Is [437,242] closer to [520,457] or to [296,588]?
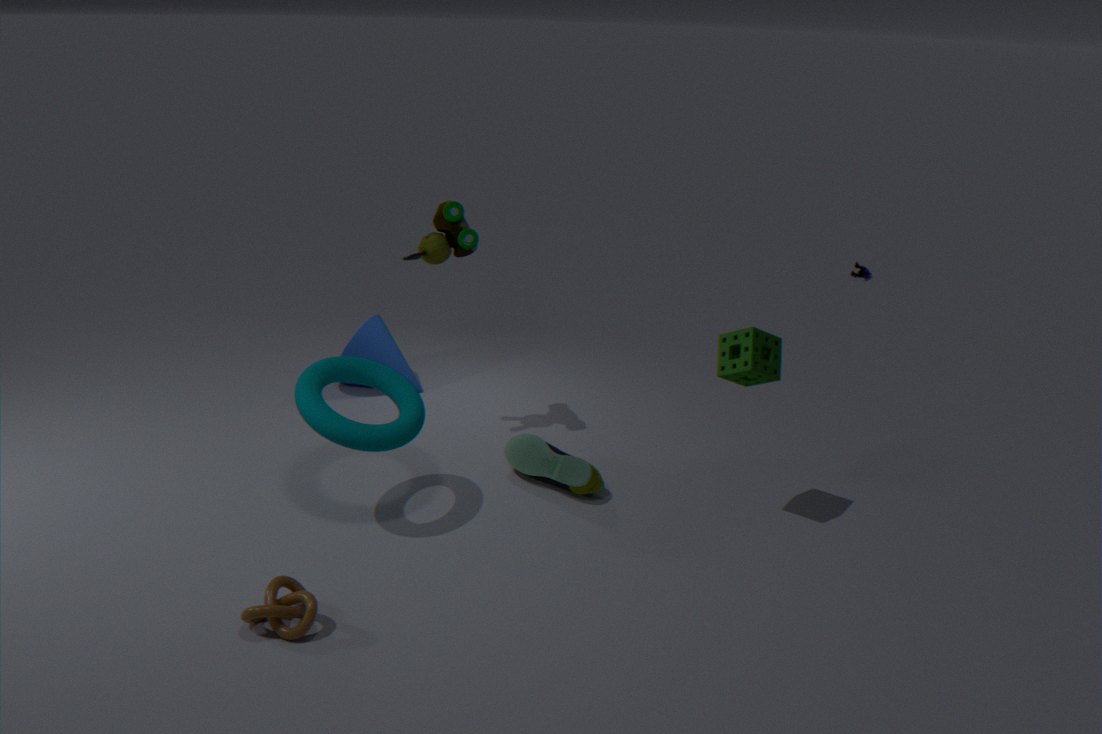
[520,457]
